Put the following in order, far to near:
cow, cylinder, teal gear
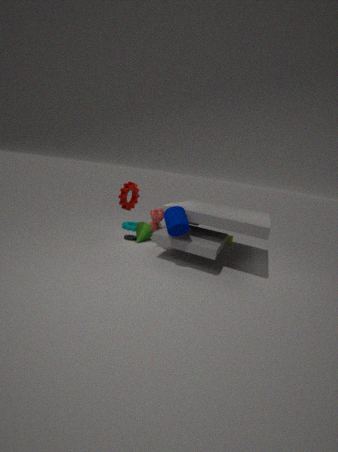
1. teal gear
2. cow
3. cylinder
